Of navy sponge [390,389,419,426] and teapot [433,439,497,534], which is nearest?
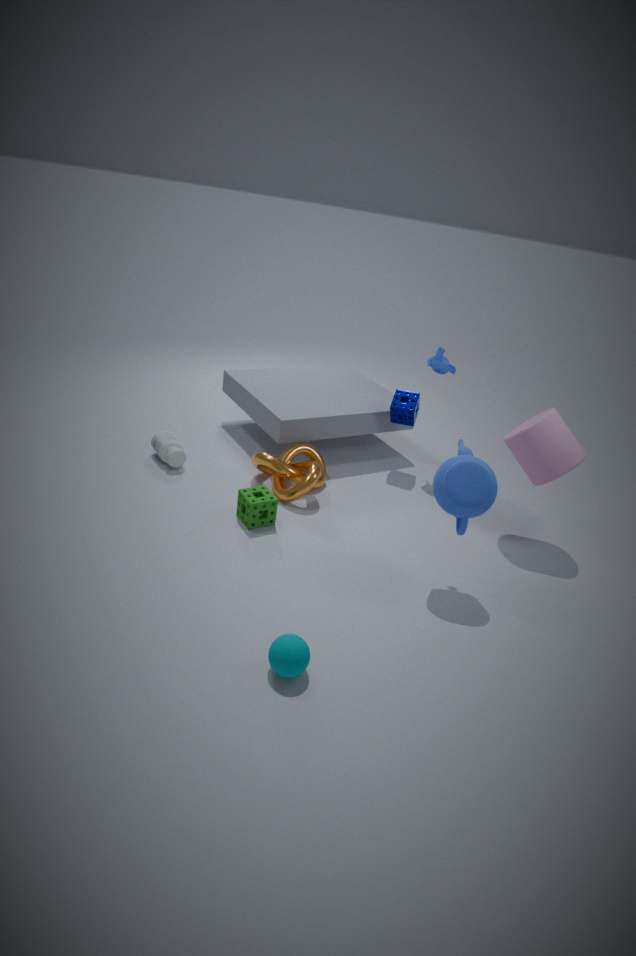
teapot [433,439,497,534]
